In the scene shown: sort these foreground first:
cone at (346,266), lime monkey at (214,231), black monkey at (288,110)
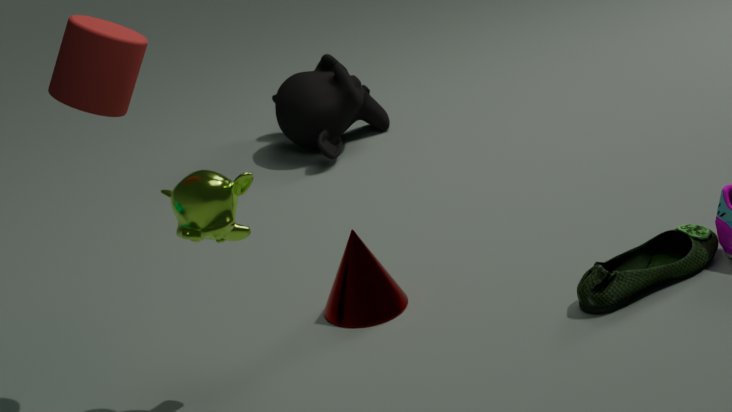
lime monkey at (214,231), cone at (346,266), black monkey at (288,110)
